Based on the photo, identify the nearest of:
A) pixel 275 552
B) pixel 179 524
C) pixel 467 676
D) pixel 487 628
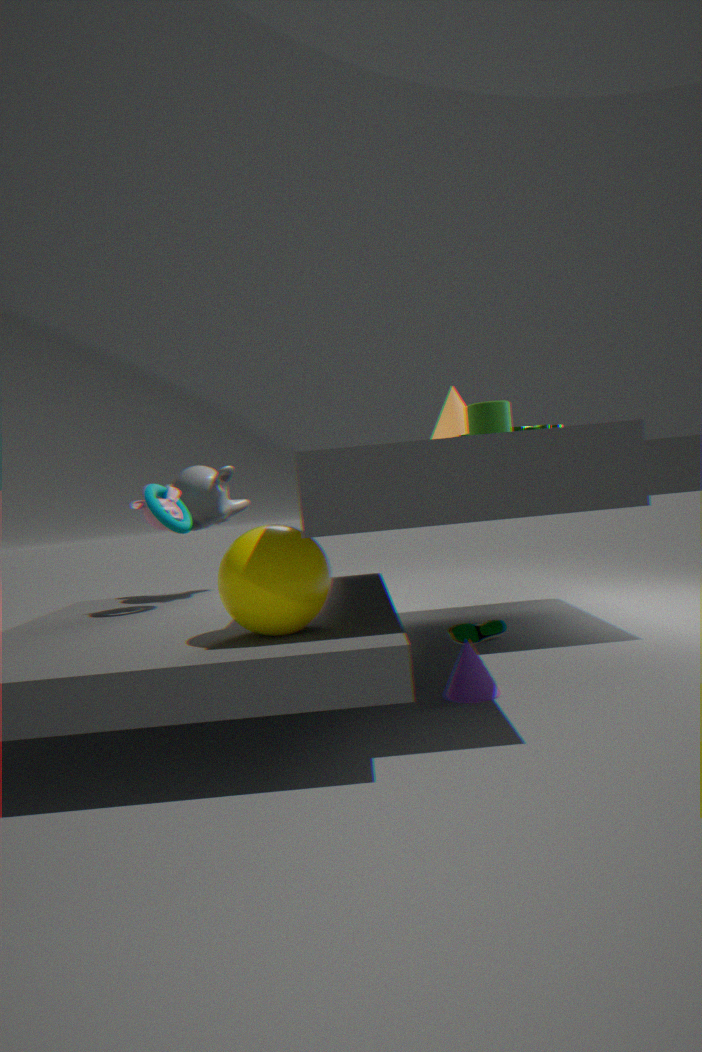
pixel 275 552
